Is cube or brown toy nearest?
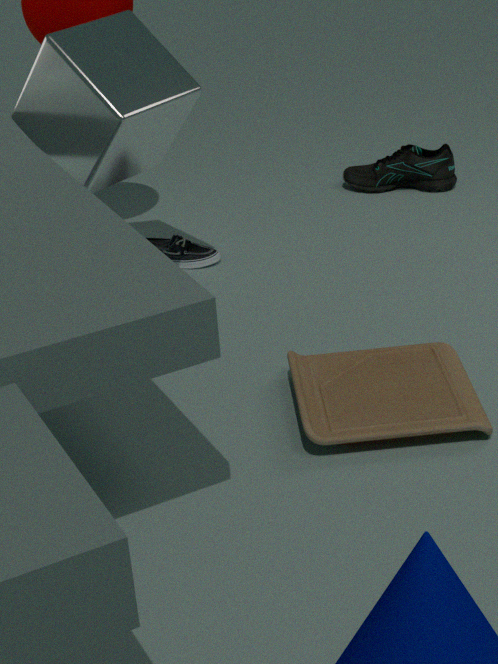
brown toy
